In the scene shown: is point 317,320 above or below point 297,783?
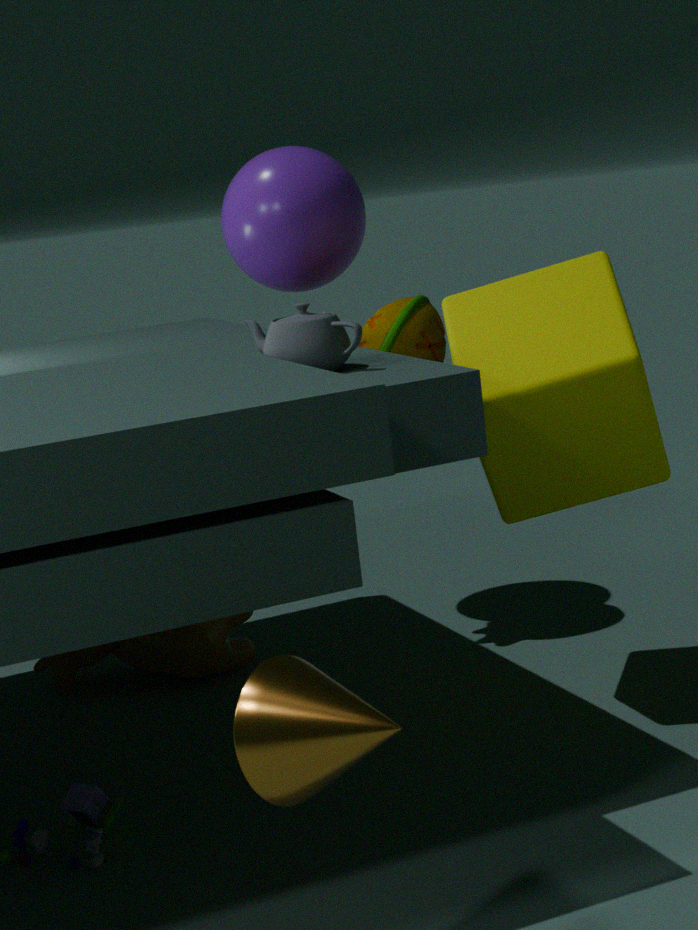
above
